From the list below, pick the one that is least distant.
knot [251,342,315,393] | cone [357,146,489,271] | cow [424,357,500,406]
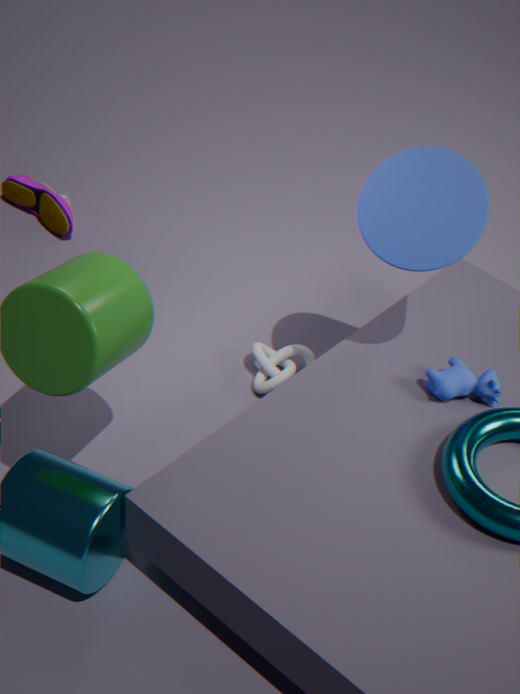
cone [357,146,489,271]
